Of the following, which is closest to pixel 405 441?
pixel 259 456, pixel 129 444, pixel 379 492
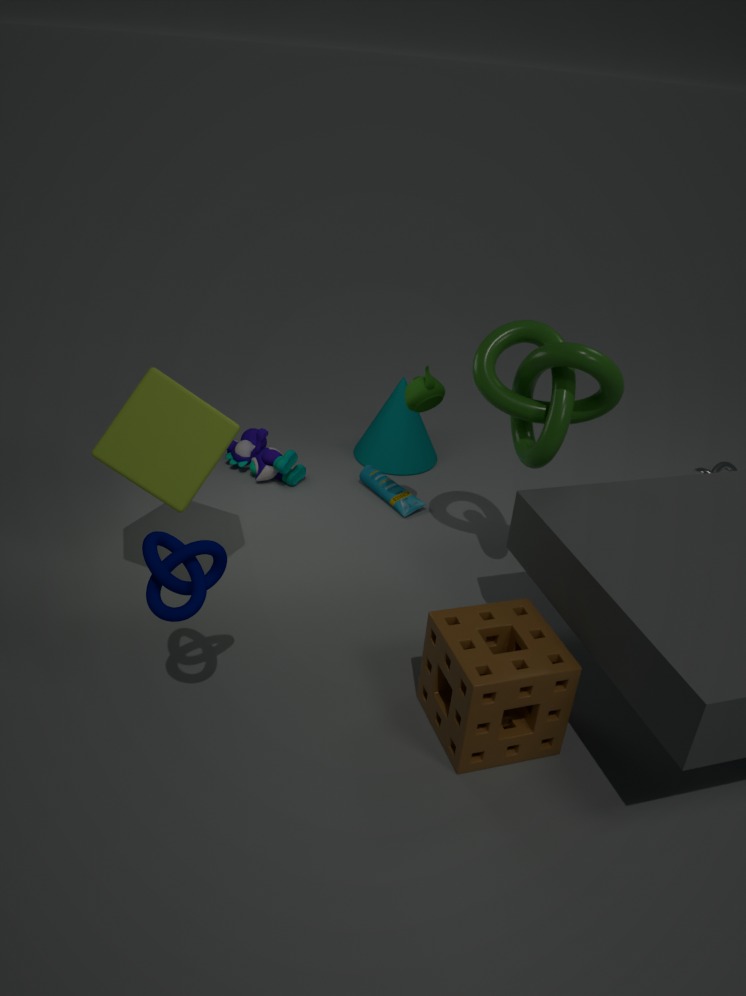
pixel 379 492
